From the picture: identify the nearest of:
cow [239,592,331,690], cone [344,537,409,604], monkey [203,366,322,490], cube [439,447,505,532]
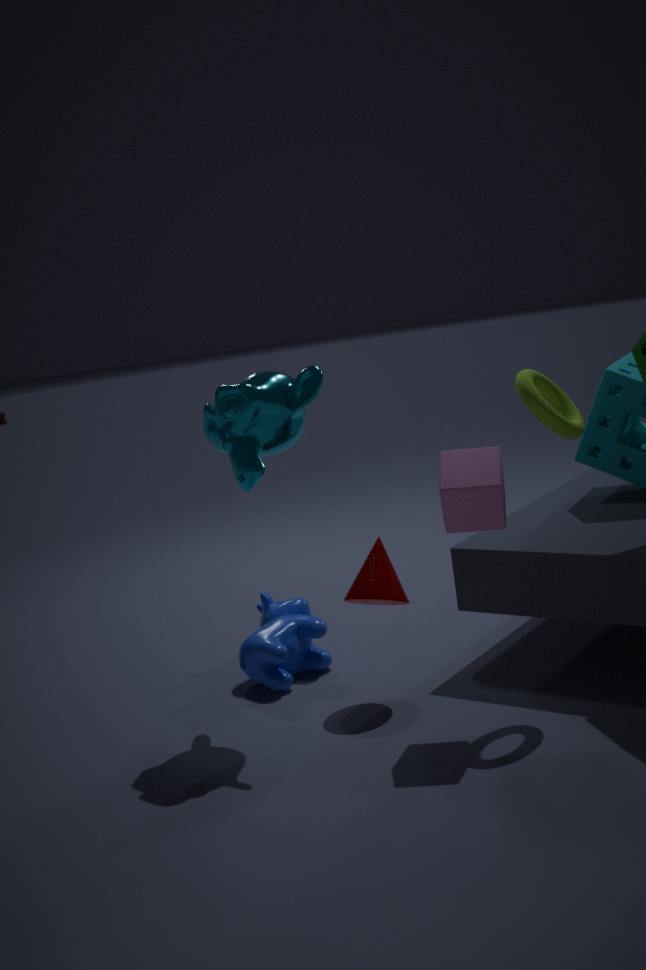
cube [439,447,505,532]
